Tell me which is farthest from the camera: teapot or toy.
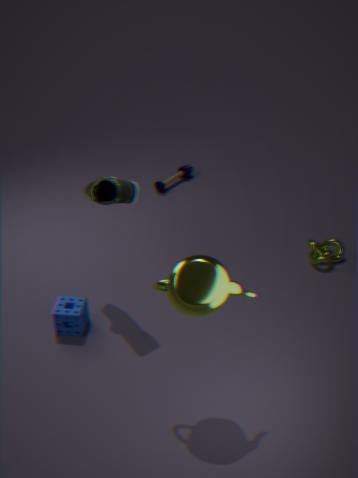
toy
